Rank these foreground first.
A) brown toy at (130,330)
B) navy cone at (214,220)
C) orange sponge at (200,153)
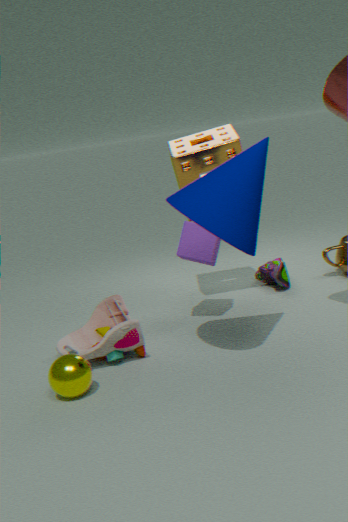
1. navy cone at (214,220)
2. brown toy at (130,330)
3. orange sponge at (200,153)
